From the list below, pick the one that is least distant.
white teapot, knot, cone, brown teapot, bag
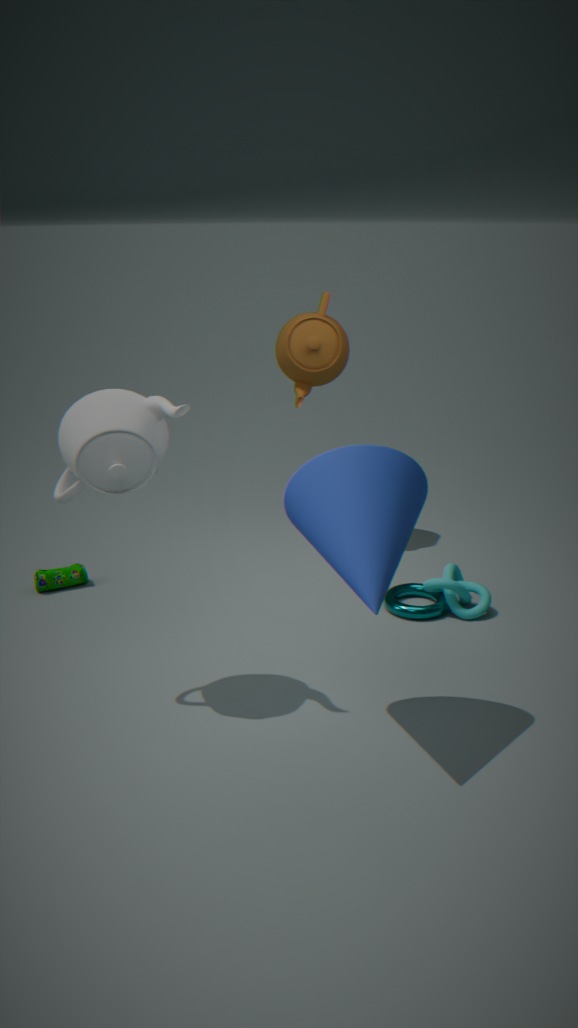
cone
